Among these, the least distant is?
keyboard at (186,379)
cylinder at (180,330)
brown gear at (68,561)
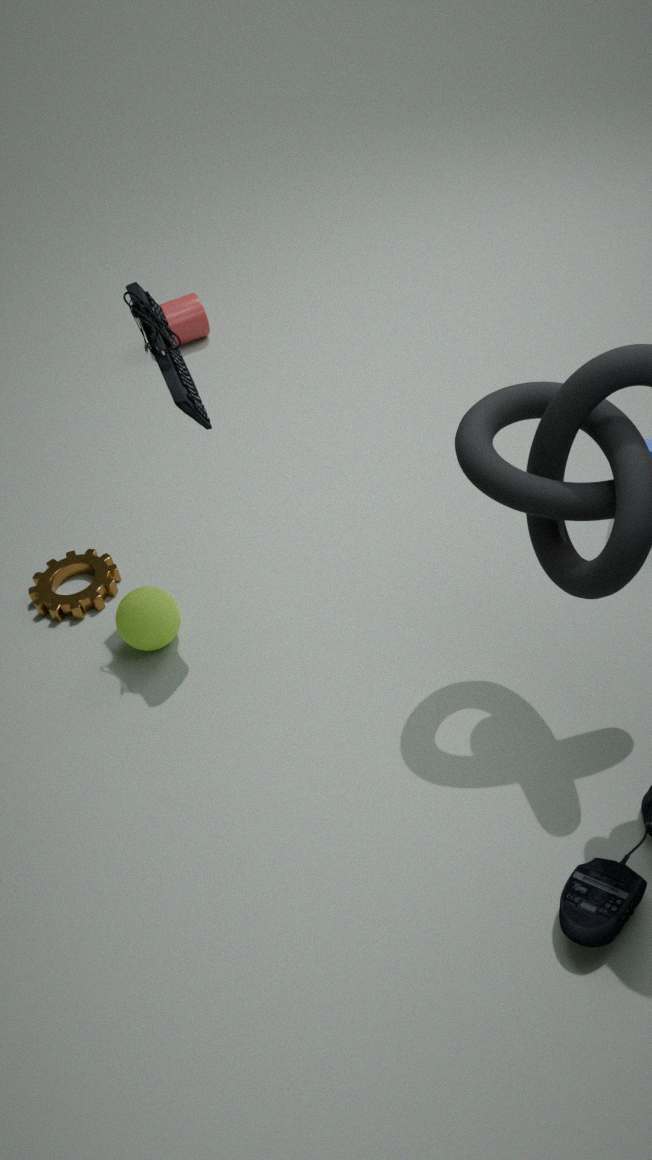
keyboard at (186,379)
